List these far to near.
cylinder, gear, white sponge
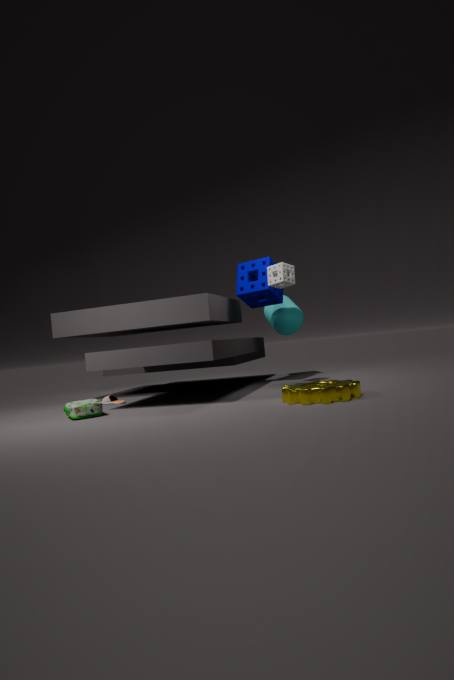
cylinder
white sponge
gear
